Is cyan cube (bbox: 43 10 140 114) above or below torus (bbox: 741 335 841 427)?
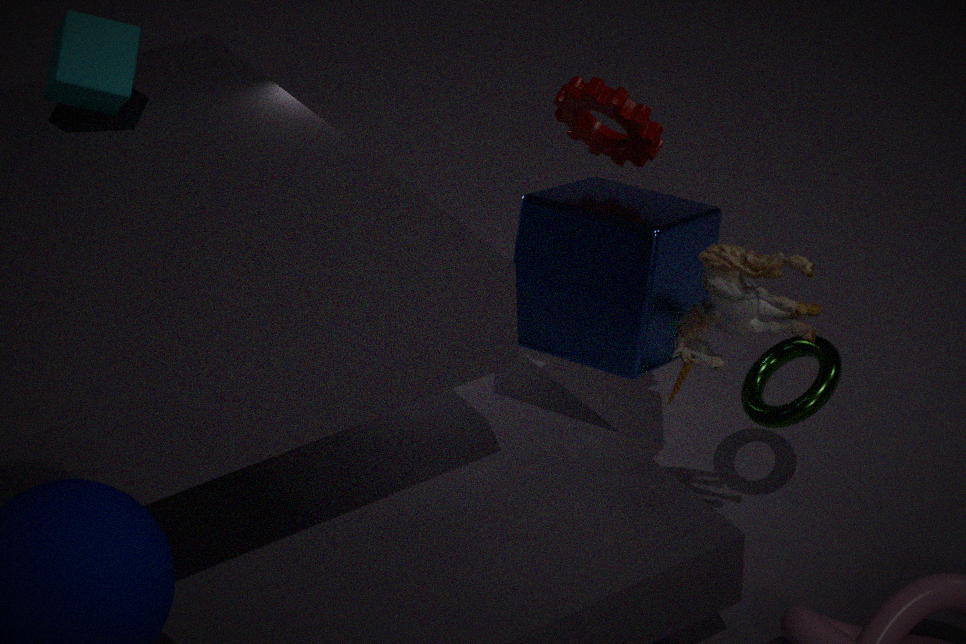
above
